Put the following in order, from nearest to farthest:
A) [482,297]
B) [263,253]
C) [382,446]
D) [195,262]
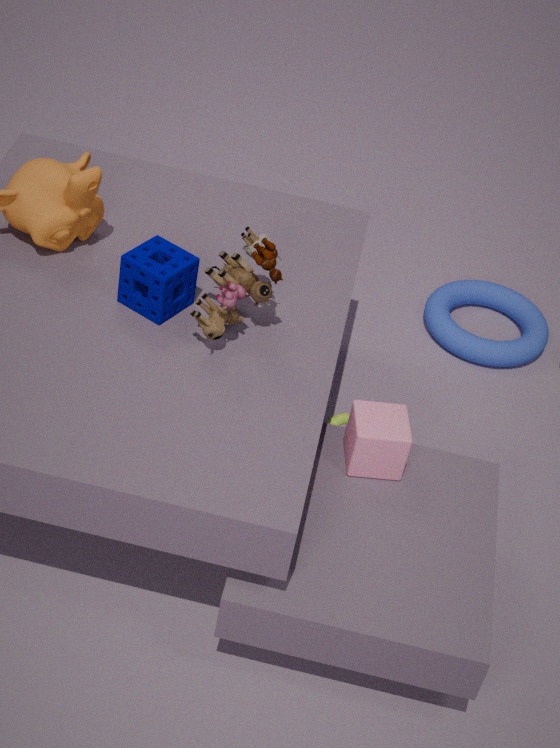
B. [263,253] < C. [382,446] < D. [195,262] < A. [482,297]
